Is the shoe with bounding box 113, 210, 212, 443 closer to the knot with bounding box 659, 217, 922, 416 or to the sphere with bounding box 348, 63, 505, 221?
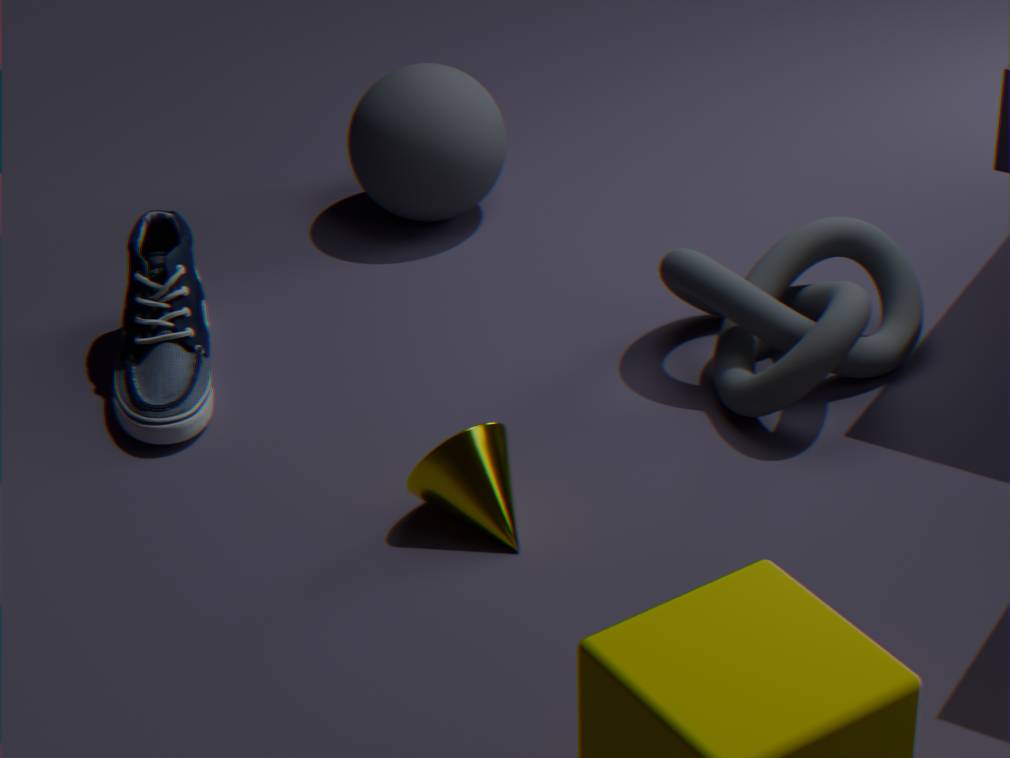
the sphere with bounding box 348, 63, 505, 221
